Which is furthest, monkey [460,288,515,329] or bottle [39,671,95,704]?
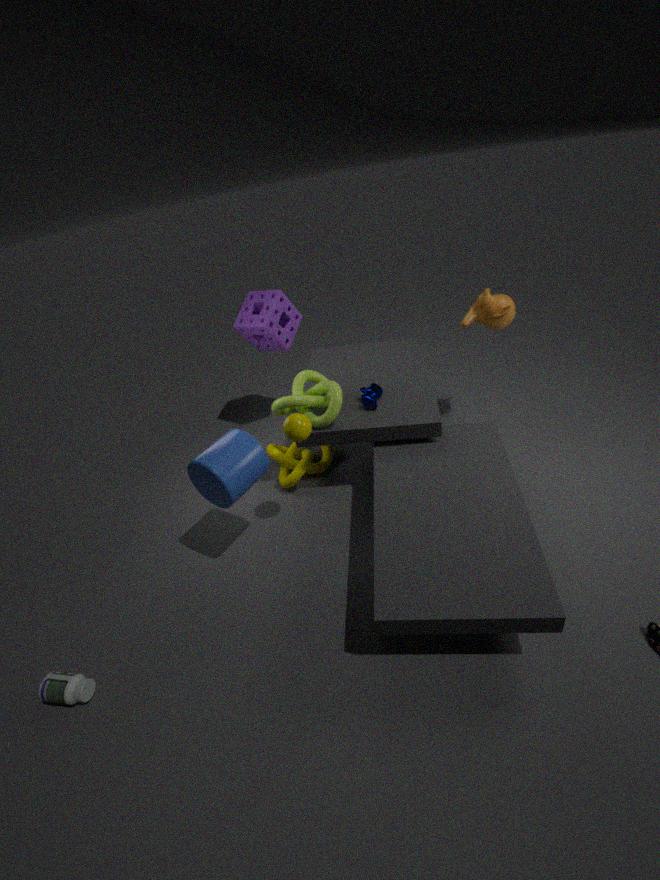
monkey [460,288,515,329]
